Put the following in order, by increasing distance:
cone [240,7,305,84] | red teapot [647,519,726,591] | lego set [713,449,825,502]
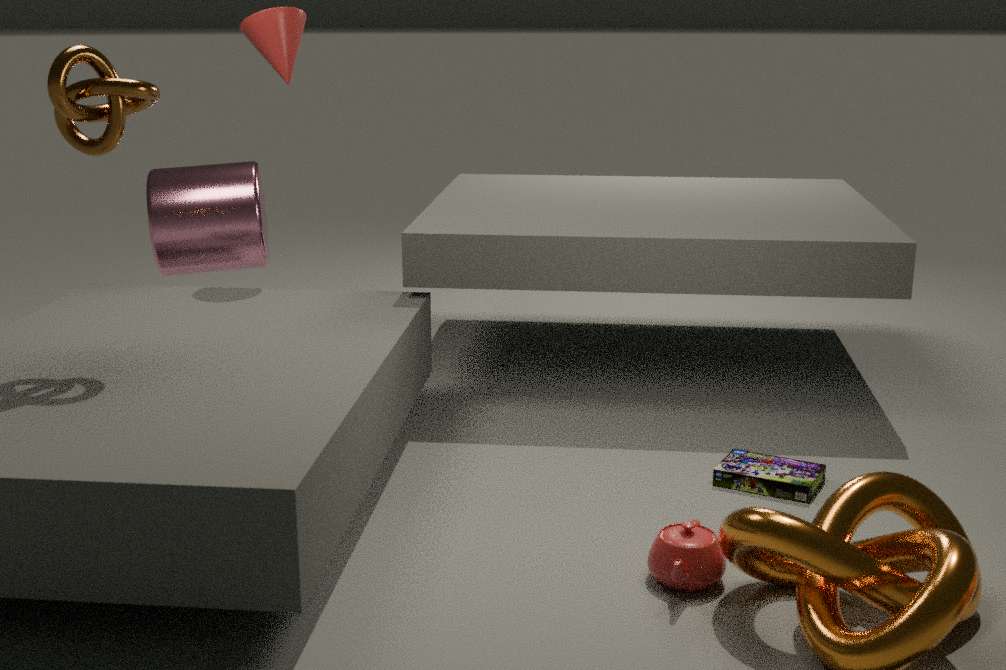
red teapot [647,519,726,591] → lego set [713,449,825,502] → cone [240,7,305,84]
